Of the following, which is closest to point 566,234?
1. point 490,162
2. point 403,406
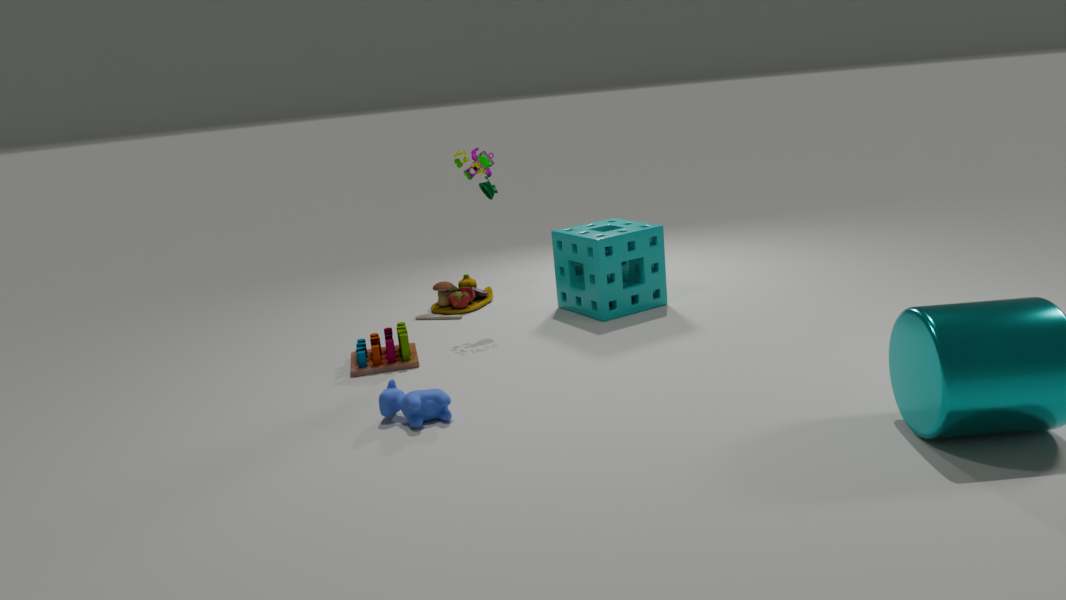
point 490,162
